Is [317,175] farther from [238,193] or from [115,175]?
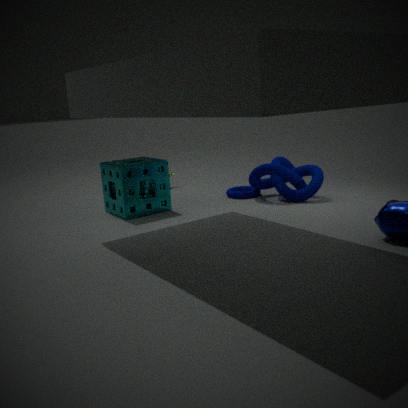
[115,175]
